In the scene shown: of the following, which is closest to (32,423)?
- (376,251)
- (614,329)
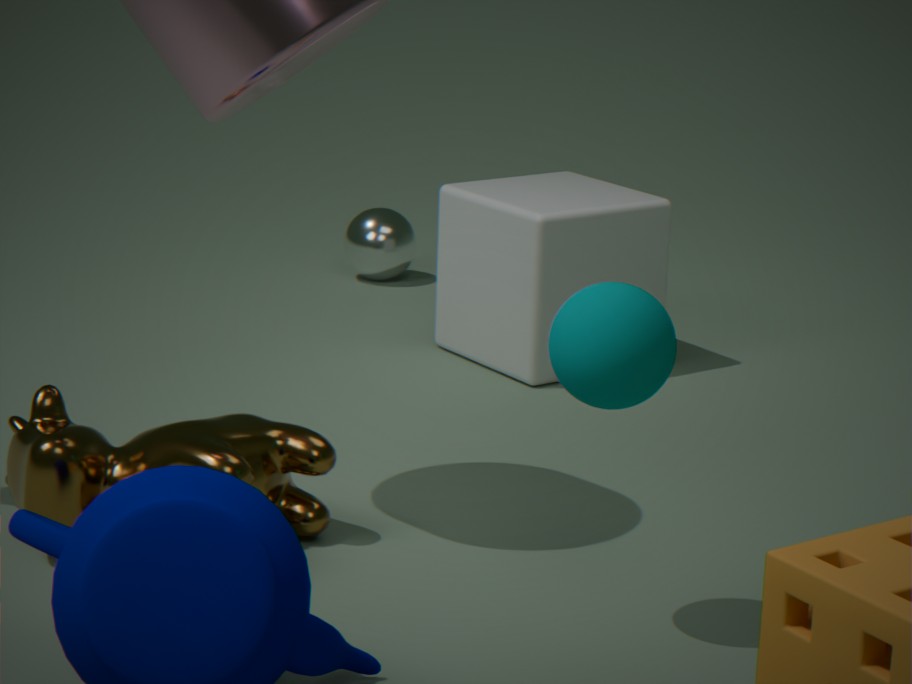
(614,329)
